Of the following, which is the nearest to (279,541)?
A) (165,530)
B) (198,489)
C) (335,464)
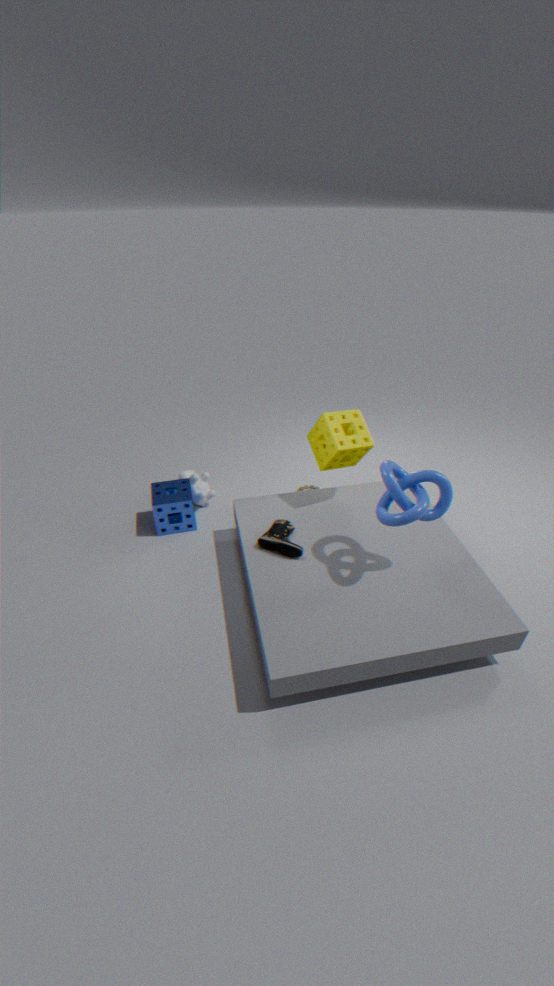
(335,464)
